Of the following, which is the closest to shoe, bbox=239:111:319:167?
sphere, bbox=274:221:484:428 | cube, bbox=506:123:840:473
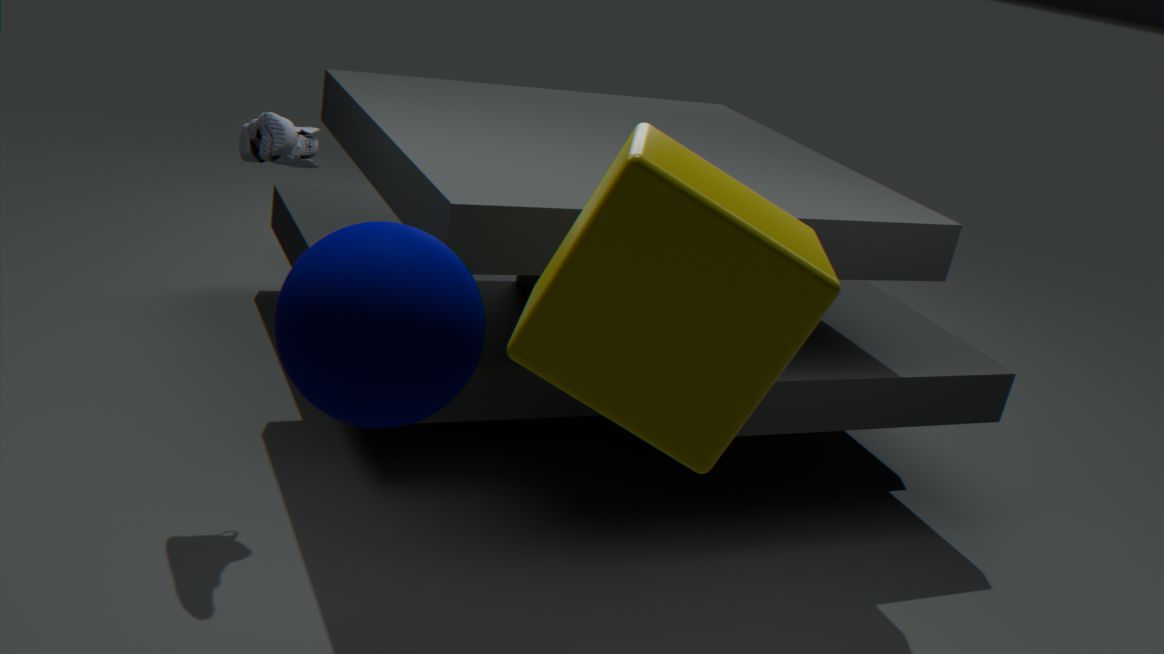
sphere, bbox=274:221:484:428
